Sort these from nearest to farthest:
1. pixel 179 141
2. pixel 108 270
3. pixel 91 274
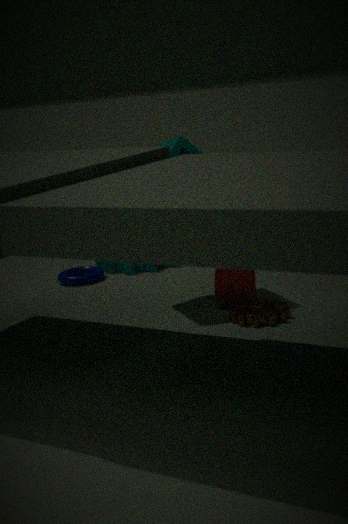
1. pixel 179 141
2. pixel 91 274
3. pixel 108 270
